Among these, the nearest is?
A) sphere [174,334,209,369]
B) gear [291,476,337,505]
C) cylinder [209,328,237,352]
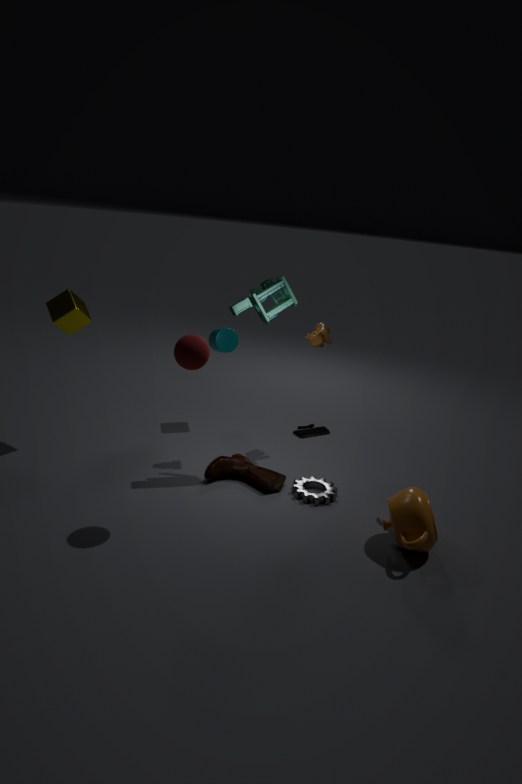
A. sphere [174,334,209,369]
